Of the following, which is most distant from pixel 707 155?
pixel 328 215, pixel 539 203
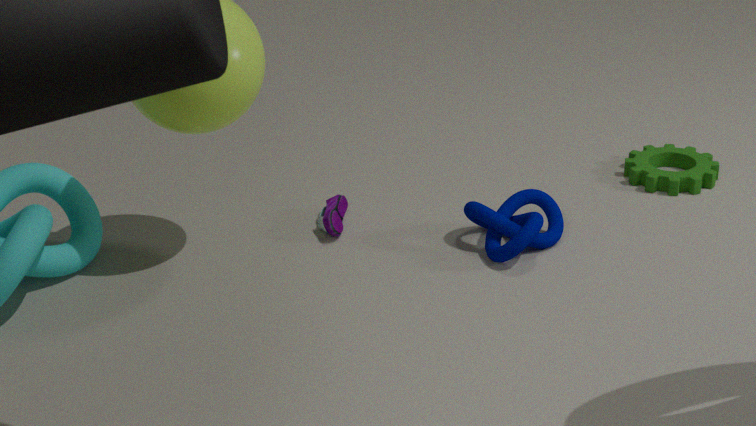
pixel 328 215
